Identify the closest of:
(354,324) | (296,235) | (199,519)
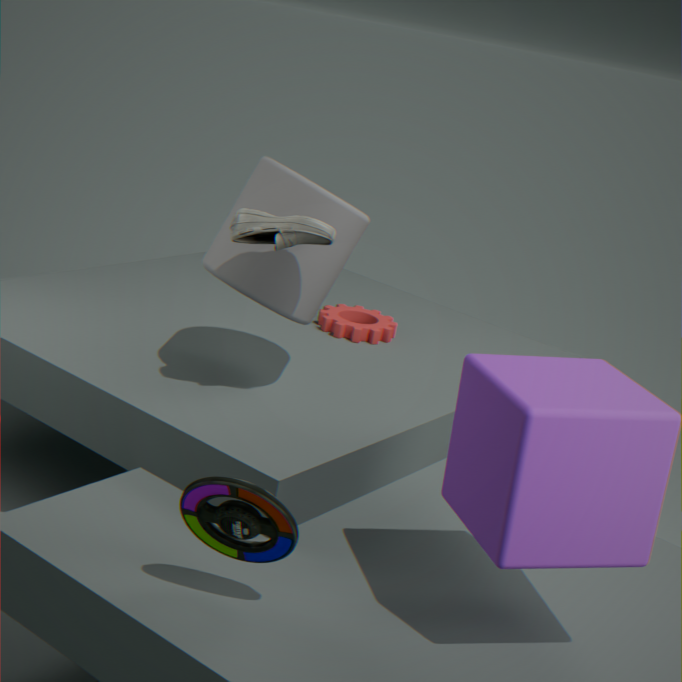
(199,519)
